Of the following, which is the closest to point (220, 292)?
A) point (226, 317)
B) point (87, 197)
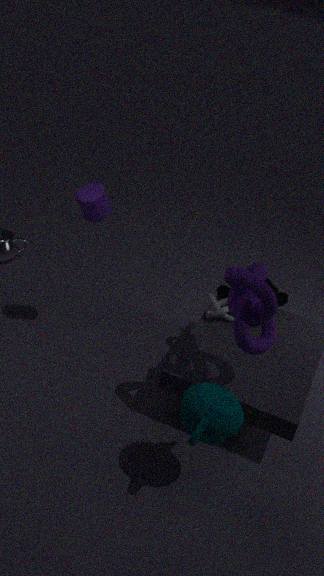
point (226, 317)
